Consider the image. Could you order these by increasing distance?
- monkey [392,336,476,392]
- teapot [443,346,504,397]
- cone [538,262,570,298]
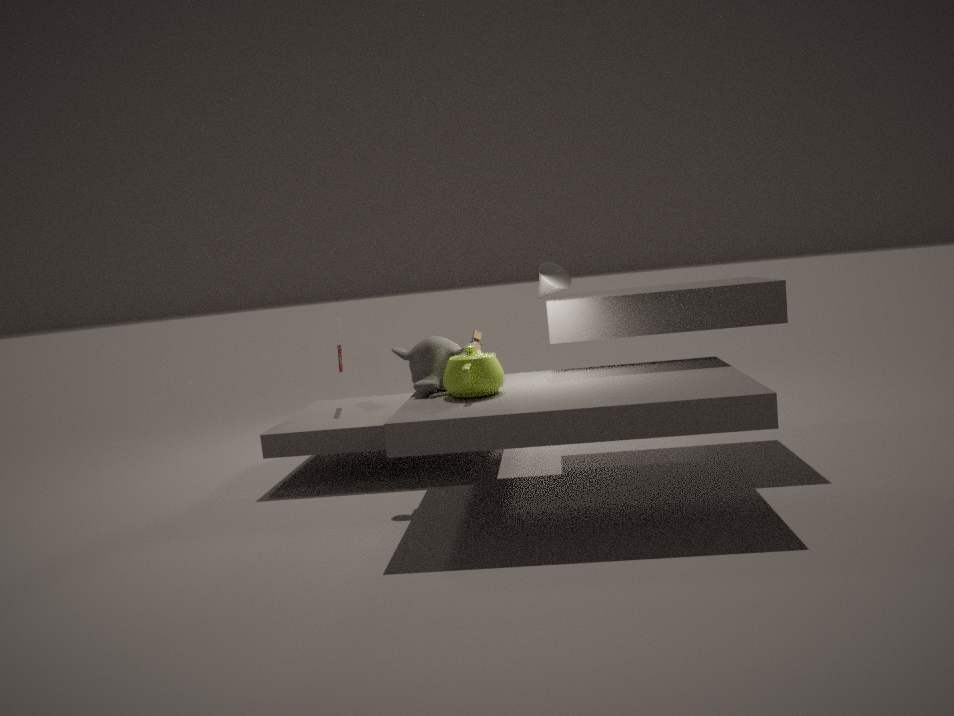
teapot [443,346,504,397], monkey [392,336,476,392], cone [538,262,570,298]
